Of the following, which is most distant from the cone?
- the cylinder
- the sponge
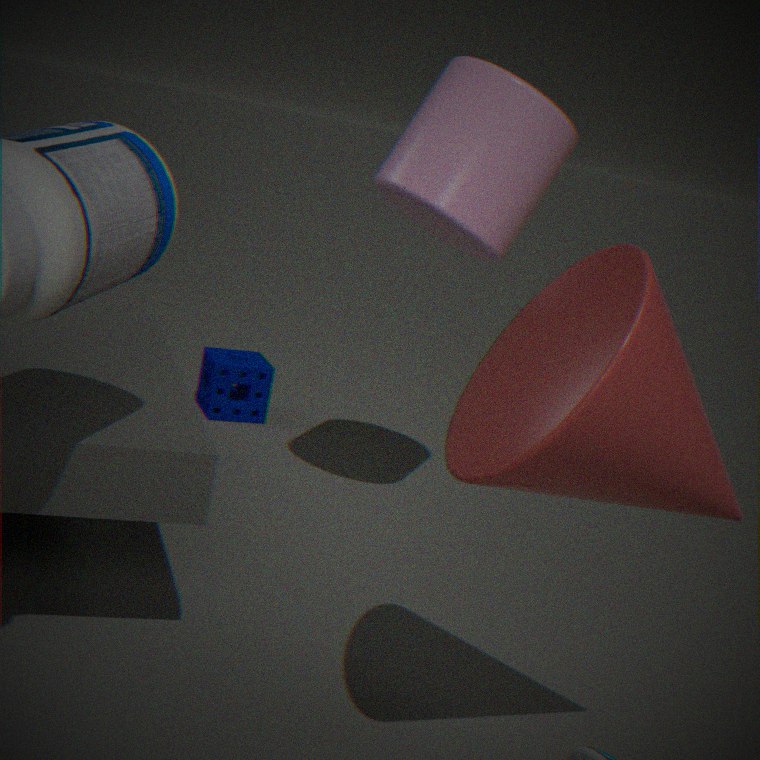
the sponge
